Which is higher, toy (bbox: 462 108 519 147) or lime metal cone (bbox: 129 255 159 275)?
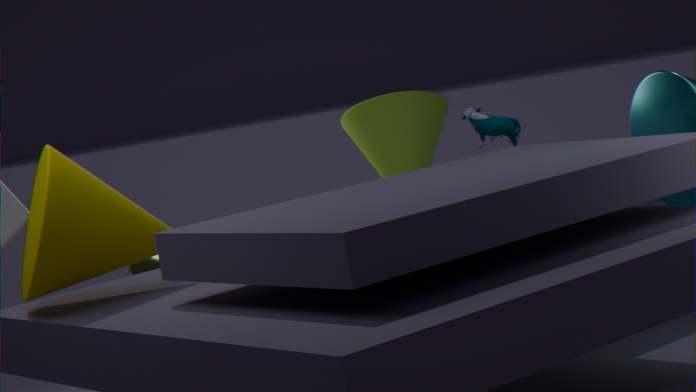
toy (bbox: 462 108 519 147)
